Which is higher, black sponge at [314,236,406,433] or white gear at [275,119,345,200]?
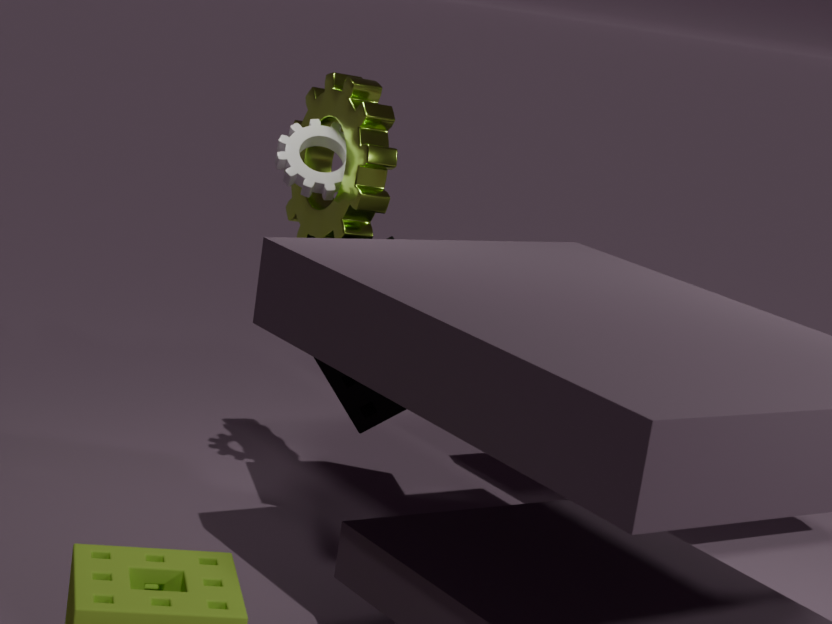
white gear at [275,119,345,200]
